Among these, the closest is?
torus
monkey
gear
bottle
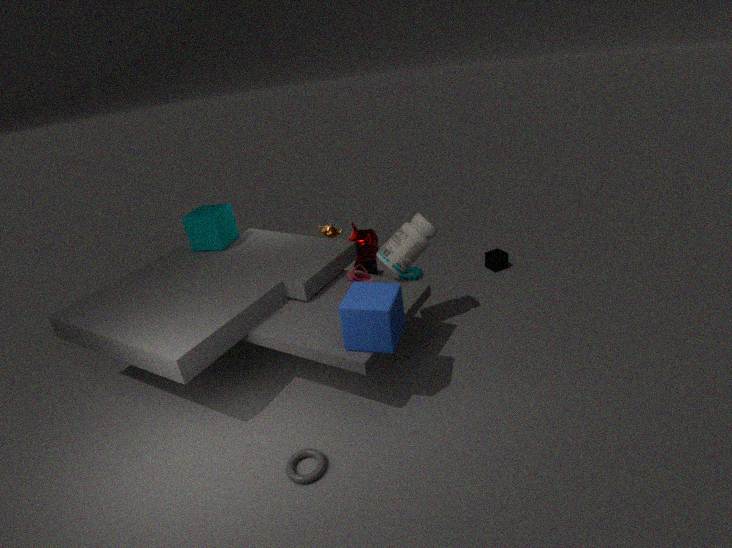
torus
